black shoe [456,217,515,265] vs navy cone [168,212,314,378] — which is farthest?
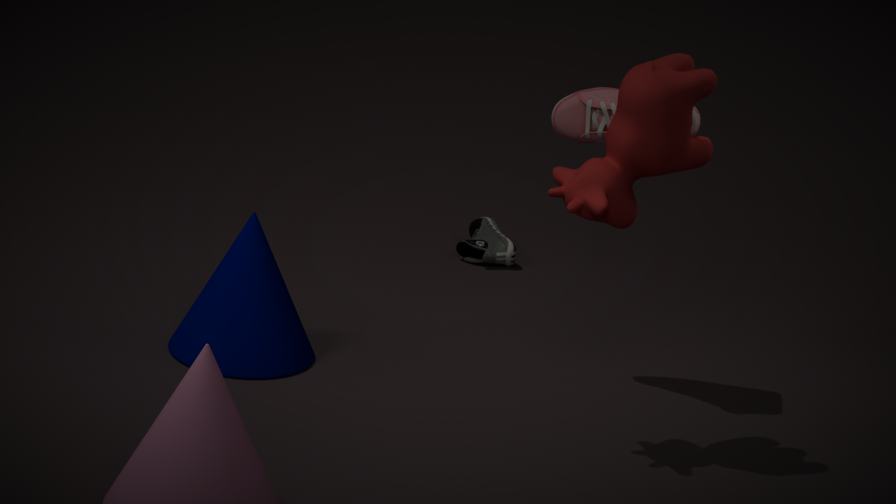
black shoe [456,217,515,265]
